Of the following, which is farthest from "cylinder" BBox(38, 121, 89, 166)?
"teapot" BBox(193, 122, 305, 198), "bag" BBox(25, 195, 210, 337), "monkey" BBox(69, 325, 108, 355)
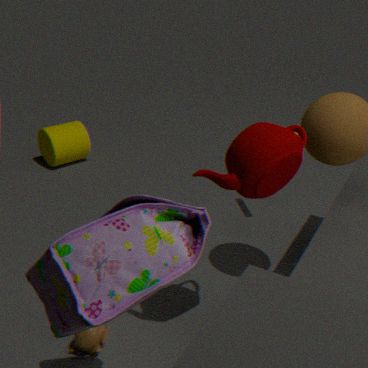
"bag" BBox(25, 195, 210, 337)
